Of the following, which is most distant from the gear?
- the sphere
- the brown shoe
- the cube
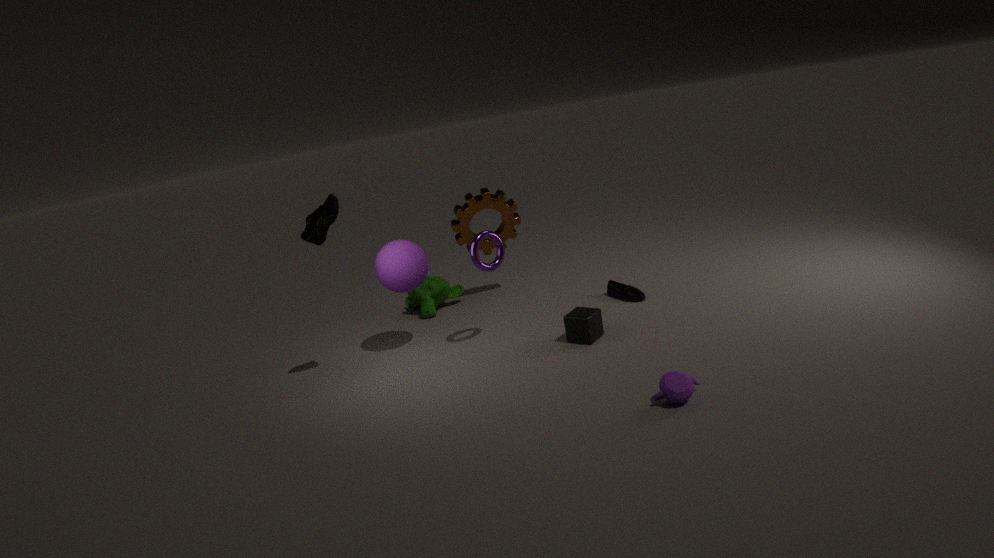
the brown shoe
